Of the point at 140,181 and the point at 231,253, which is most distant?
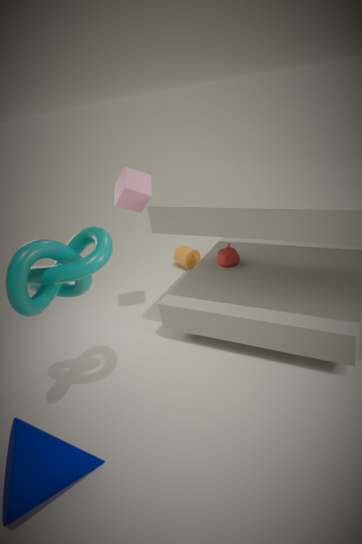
the point at 231,253
